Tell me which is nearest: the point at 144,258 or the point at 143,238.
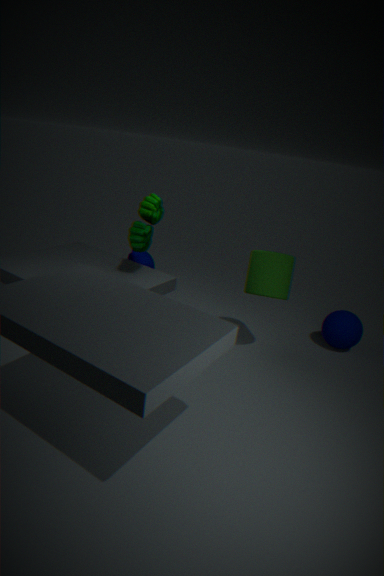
the point at 143,238
